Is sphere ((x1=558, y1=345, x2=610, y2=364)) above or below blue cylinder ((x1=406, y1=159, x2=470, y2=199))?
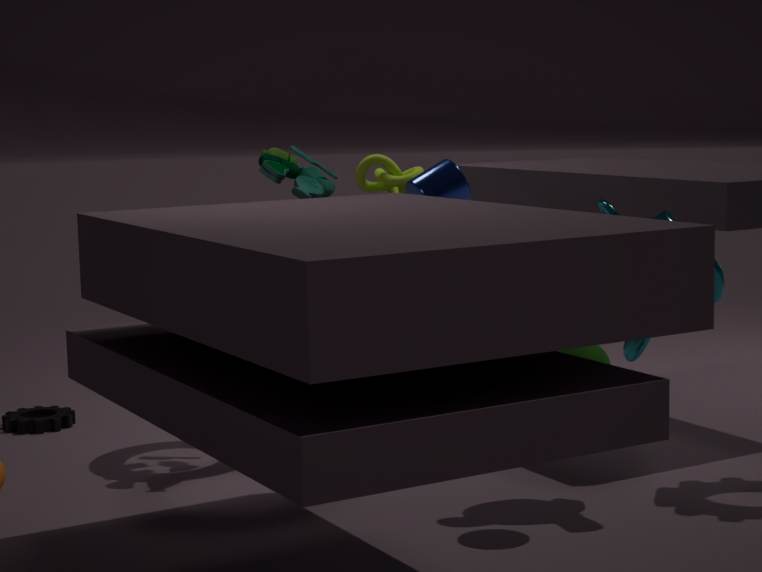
below
